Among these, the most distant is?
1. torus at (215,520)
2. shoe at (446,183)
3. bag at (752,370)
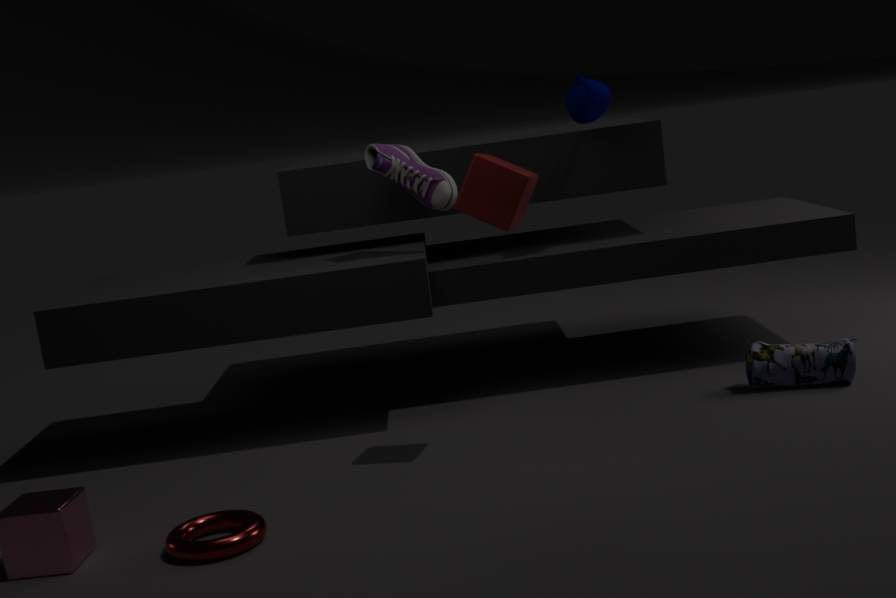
shoe at (446,183)
